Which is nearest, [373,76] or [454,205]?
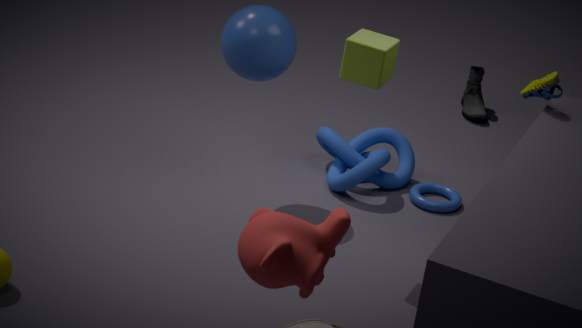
[373,76]
